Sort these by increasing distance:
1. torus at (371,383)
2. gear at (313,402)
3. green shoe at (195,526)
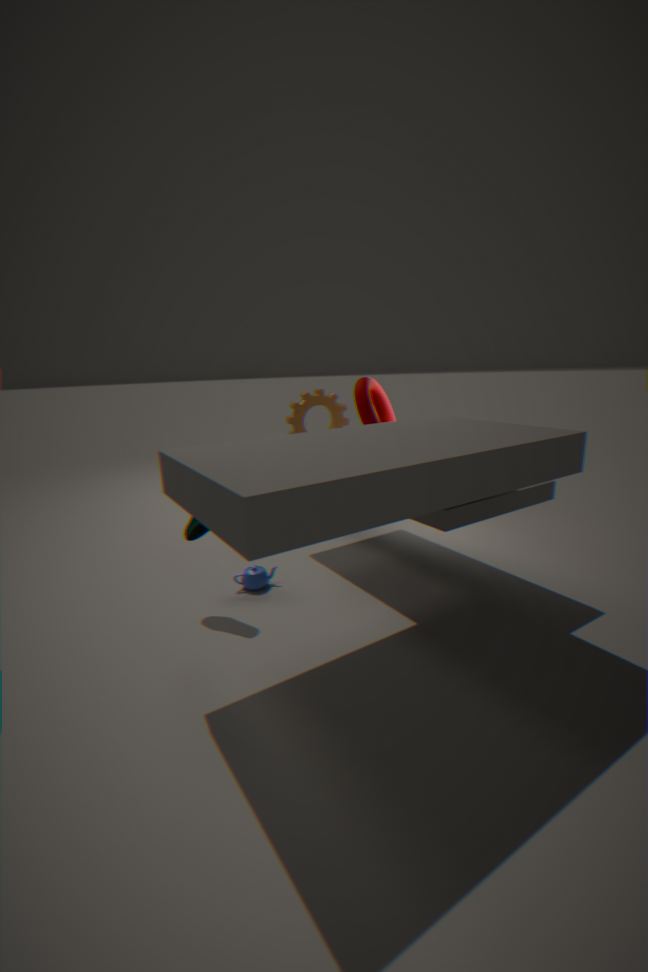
green shoe at (195,526) → torus at (371,383) → gear at (313,402)
